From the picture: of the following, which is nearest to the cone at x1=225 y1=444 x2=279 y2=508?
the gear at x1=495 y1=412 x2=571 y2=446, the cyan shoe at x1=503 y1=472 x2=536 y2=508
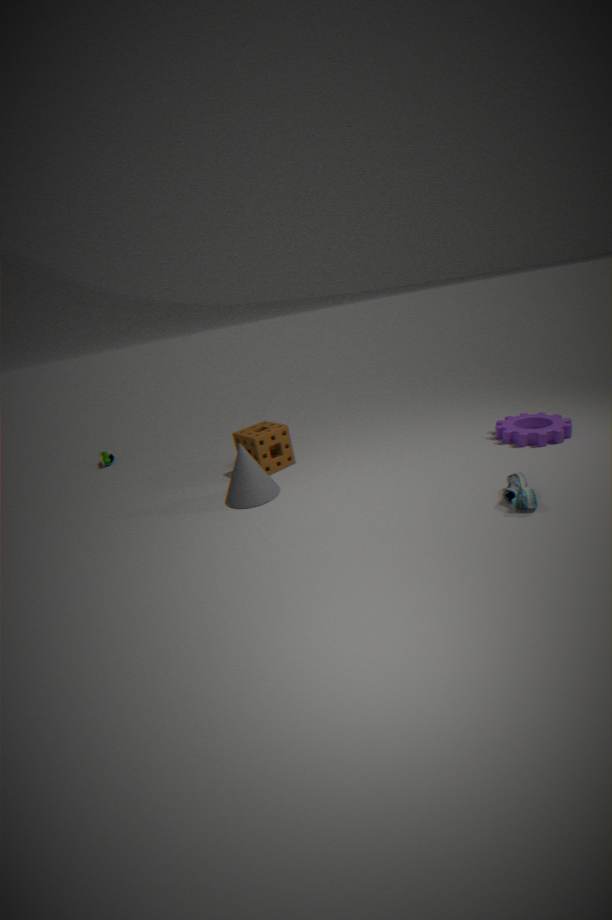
the cyan shoe at x1=503 y1=472 x2=536 y2=508
